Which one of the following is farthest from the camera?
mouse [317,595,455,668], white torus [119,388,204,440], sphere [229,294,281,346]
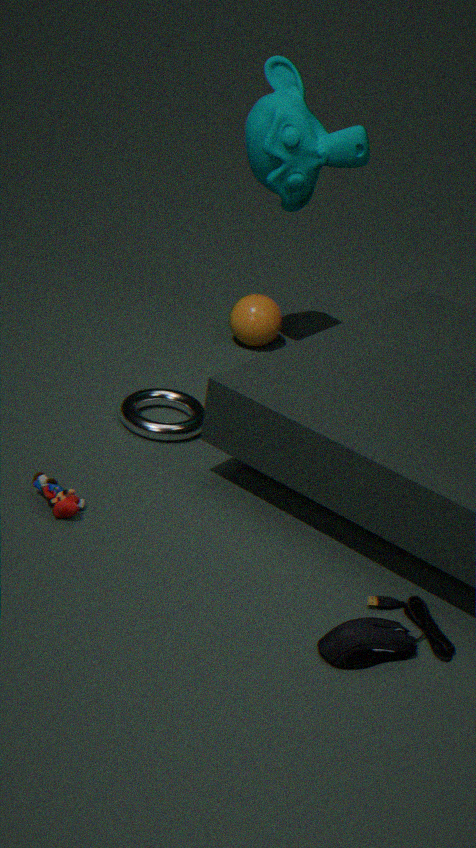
sphere [229,294,281,346]
